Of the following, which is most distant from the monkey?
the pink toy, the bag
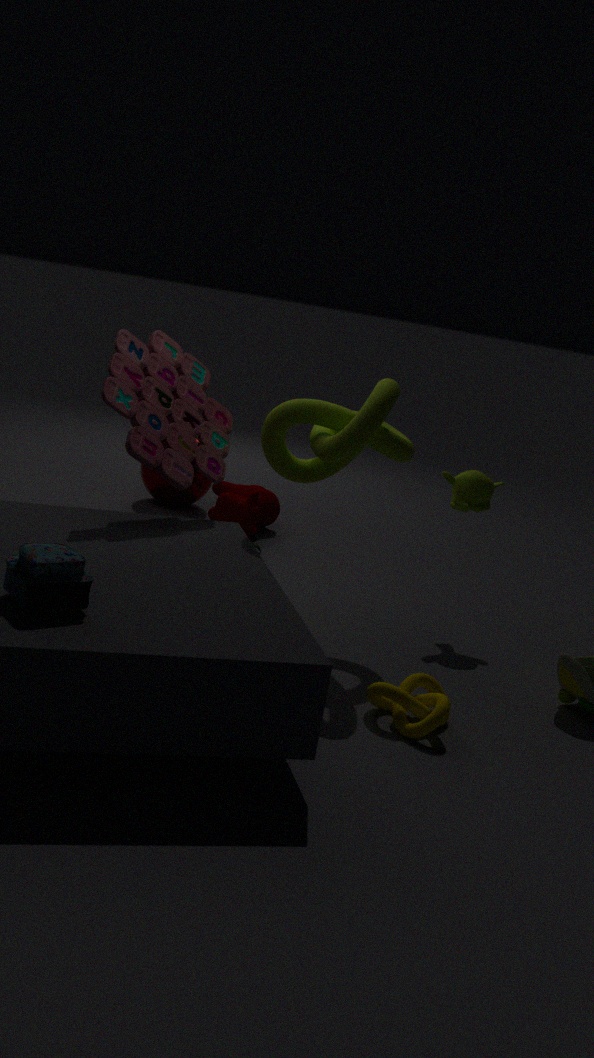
the bag
